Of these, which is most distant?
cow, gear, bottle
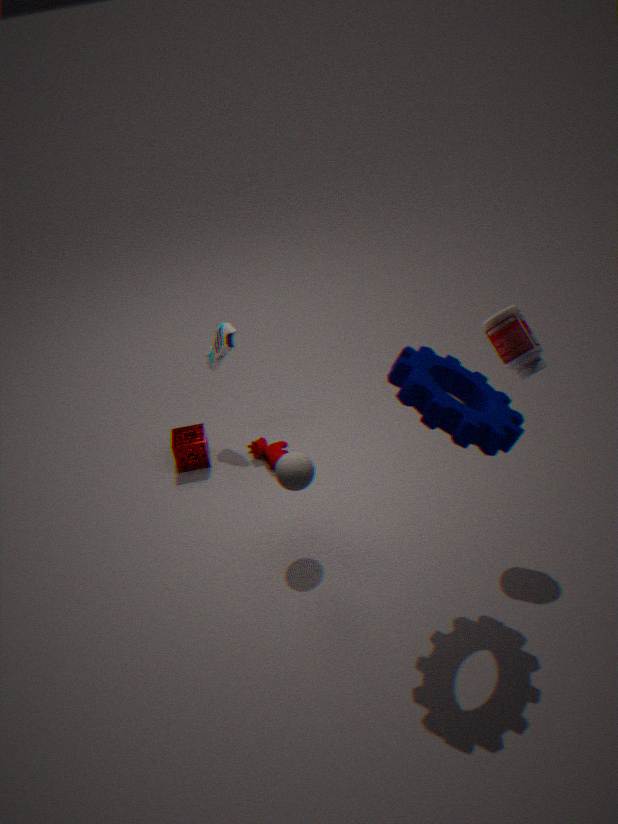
cow
